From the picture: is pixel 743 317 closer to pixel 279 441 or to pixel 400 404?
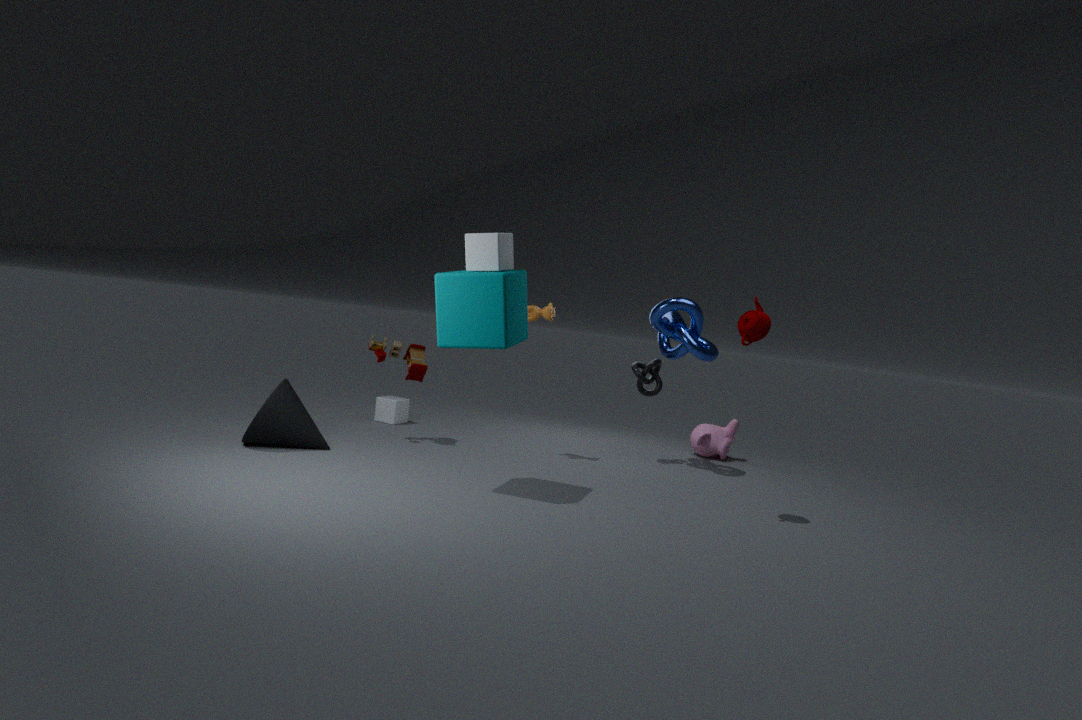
pixel 279 441
